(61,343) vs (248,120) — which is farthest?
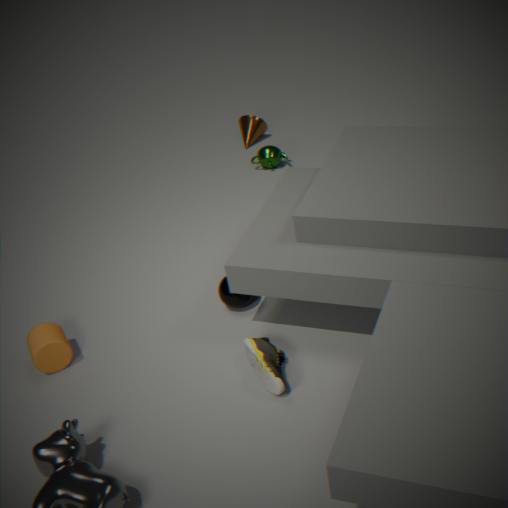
(248,120)
